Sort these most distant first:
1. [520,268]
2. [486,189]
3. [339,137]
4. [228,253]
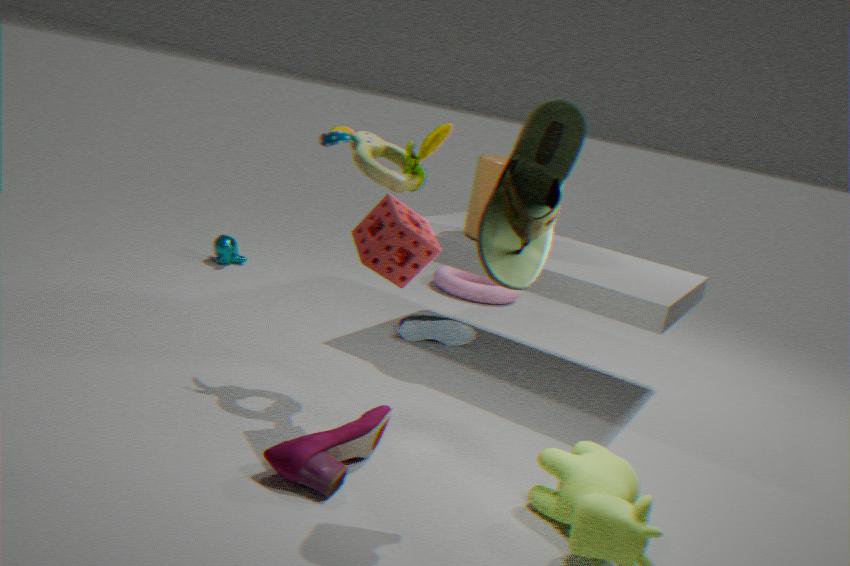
1. [228,253]
2. [486,189]
3. [339,137]
4. [520,268]
